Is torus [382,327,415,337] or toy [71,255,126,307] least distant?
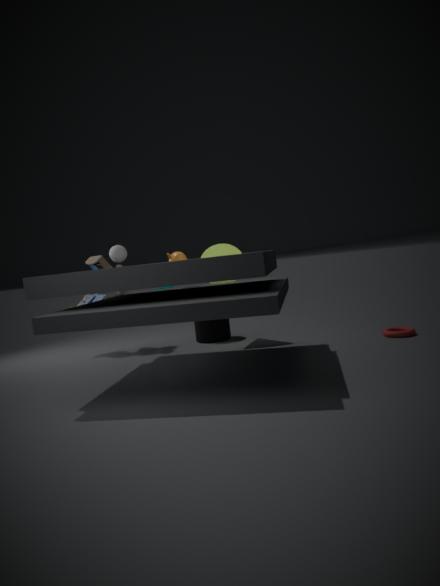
torus [382,327,415,337]
